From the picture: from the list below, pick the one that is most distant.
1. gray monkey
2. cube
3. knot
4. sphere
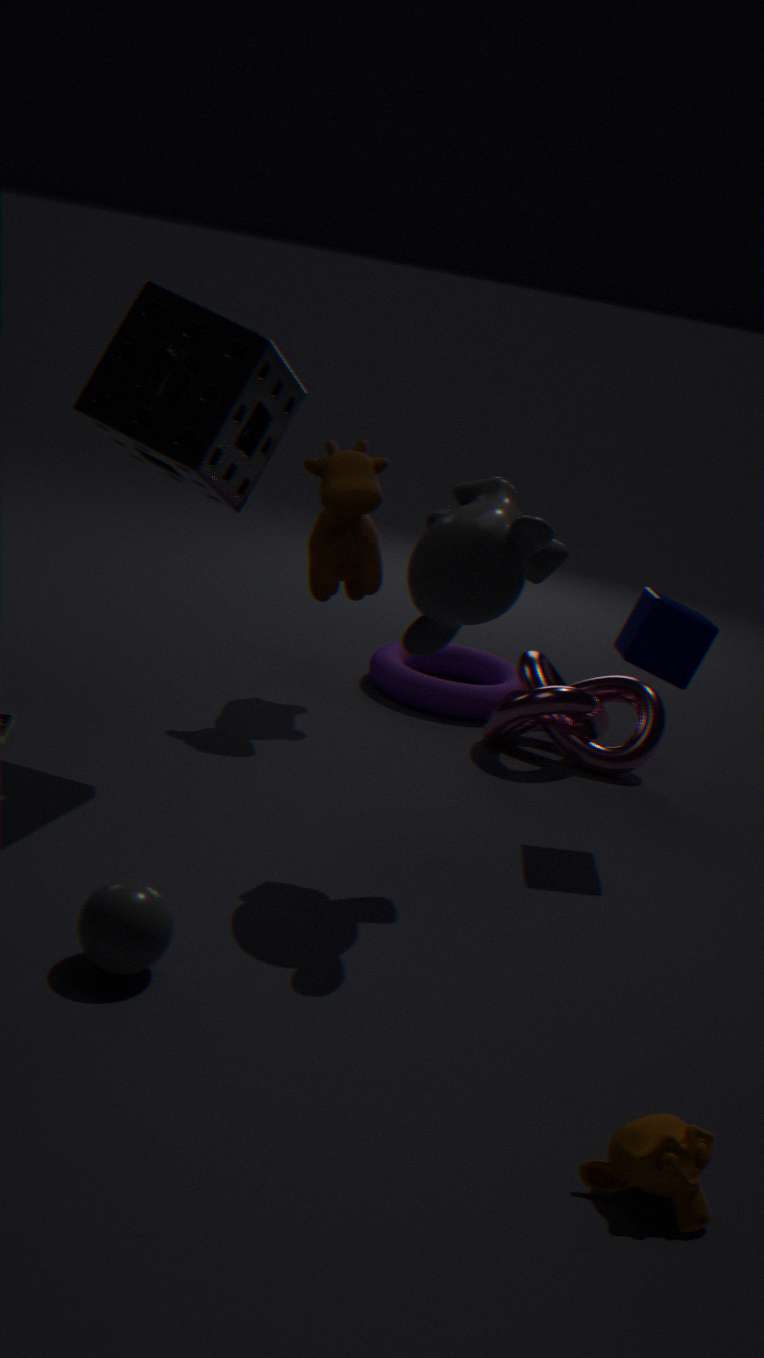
knot
